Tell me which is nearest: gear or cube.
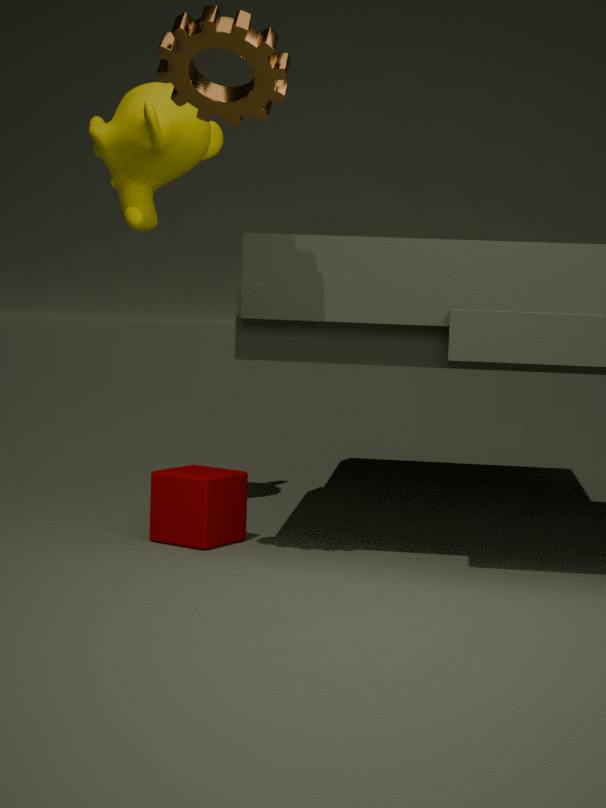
gear
